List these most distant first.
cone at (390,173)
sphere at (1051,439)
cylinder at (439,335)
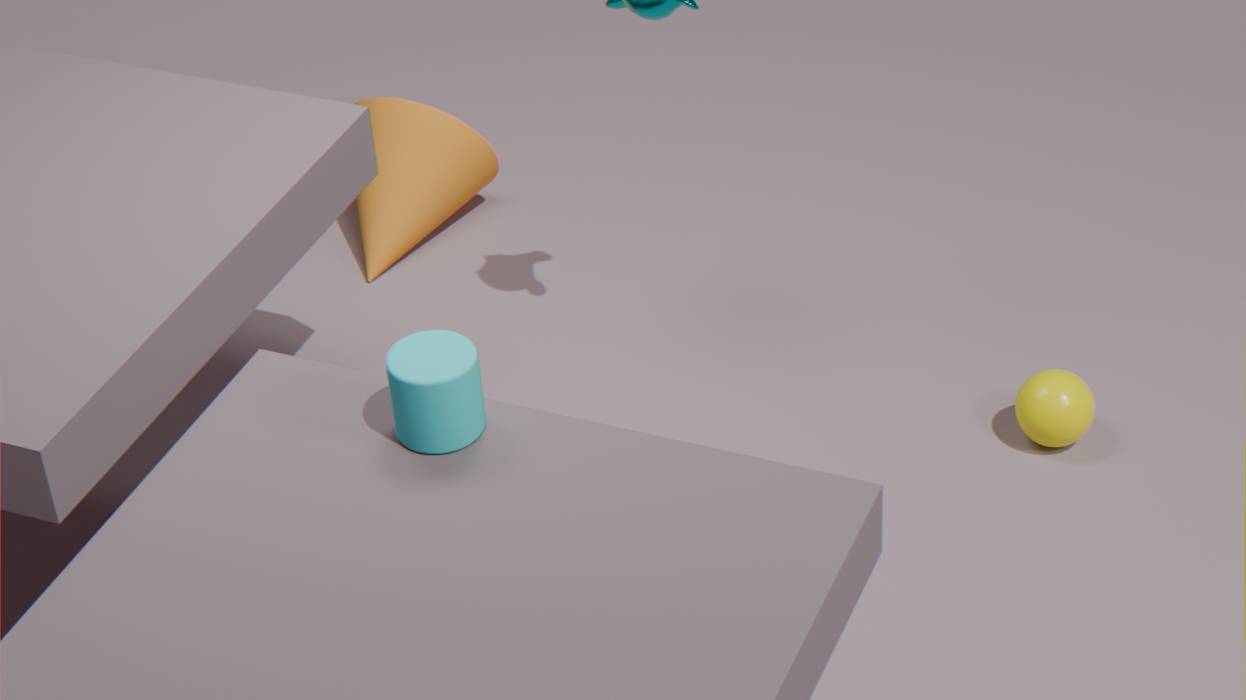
cone at (390,173), sphere at (1051,439), cylinder at (439,335)
